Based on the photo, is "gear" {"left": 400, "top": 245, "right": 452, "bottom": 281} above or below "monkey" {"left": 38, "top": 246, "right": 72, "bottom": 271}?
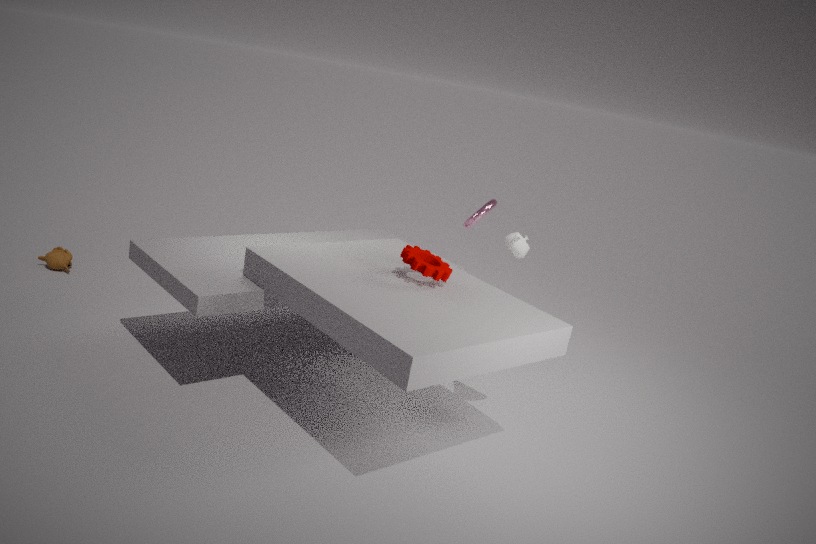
above
